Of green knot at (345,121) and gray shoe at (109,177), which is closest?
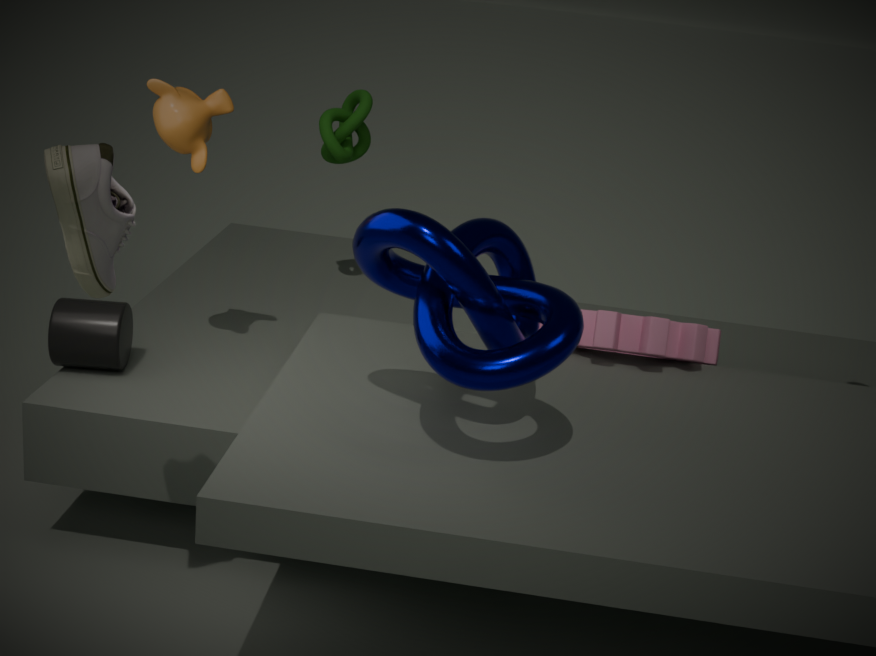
gray shoe at (109,177)
